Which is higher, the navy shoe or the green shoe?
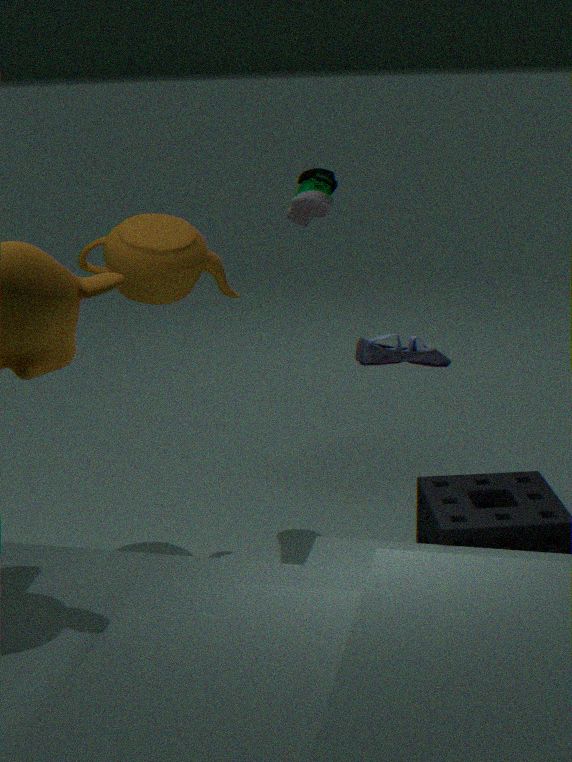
the green shoe
